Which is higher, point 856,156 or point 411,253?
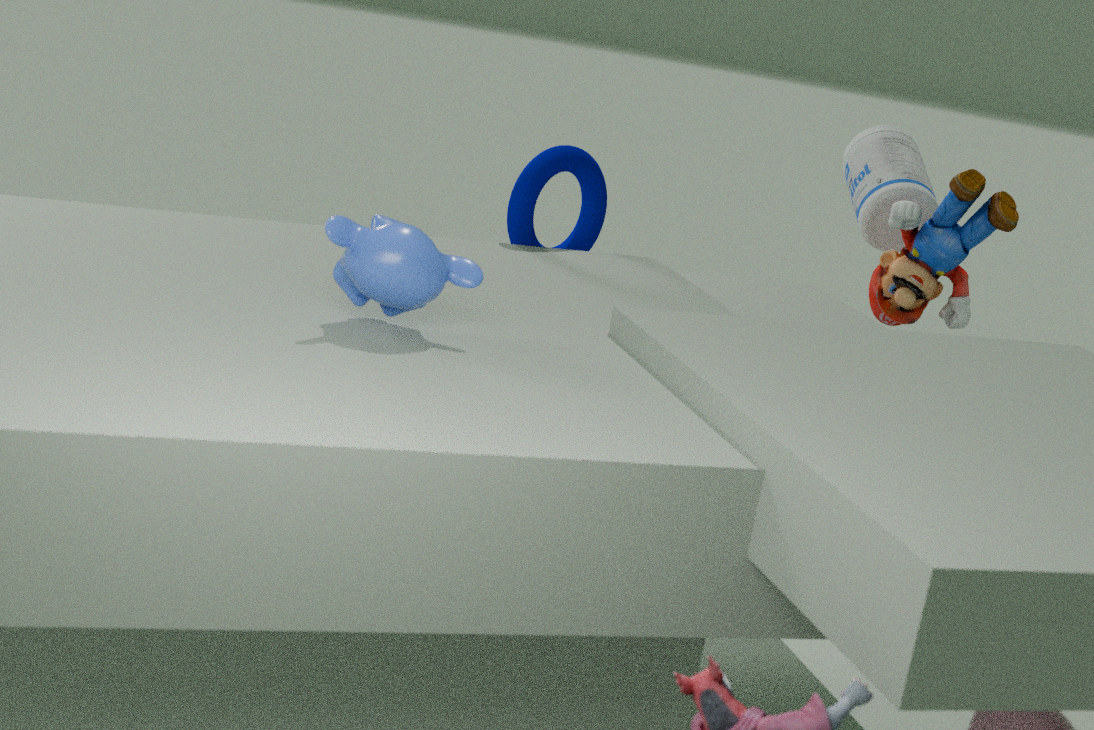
point 856,156
